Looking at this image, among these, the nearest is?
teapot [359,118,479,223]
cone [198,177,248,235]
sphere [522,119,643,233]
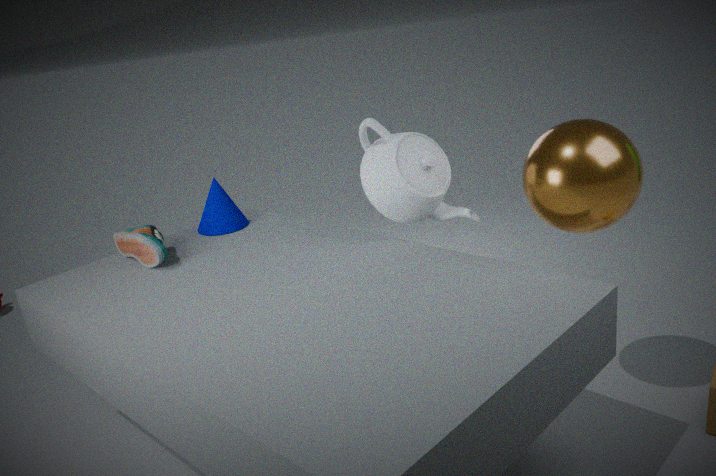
sphere [522,119,643,233]
